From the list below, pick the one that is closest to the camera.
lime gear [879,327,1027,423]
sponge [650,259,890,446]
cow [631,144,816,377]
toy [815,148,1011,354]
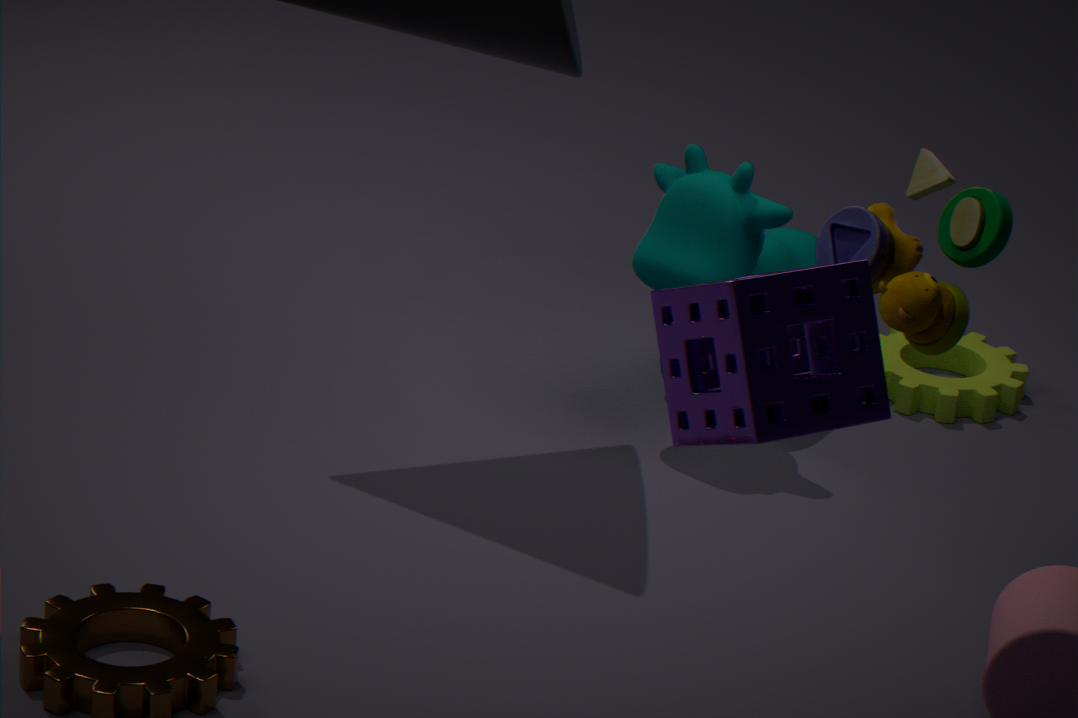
sponge [650,259,890,446]
